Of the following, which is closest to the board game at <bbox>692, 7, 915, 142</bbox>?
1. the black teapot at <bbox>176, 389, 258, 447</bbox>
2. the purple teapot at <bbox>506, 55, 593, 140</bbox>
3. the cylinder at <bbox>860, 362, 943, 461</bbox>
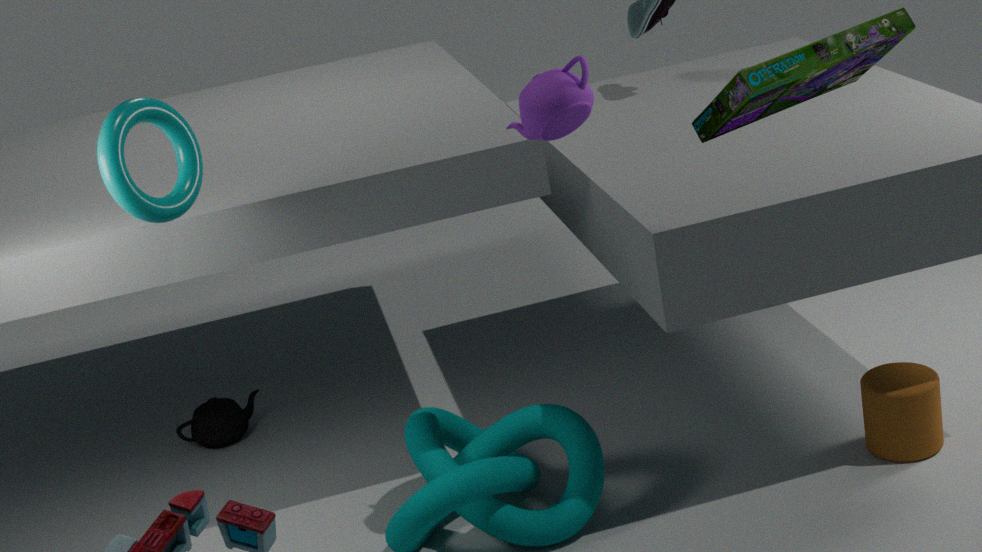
the purple teapot at <bbox>506, 55, 593, 140</bbox>
